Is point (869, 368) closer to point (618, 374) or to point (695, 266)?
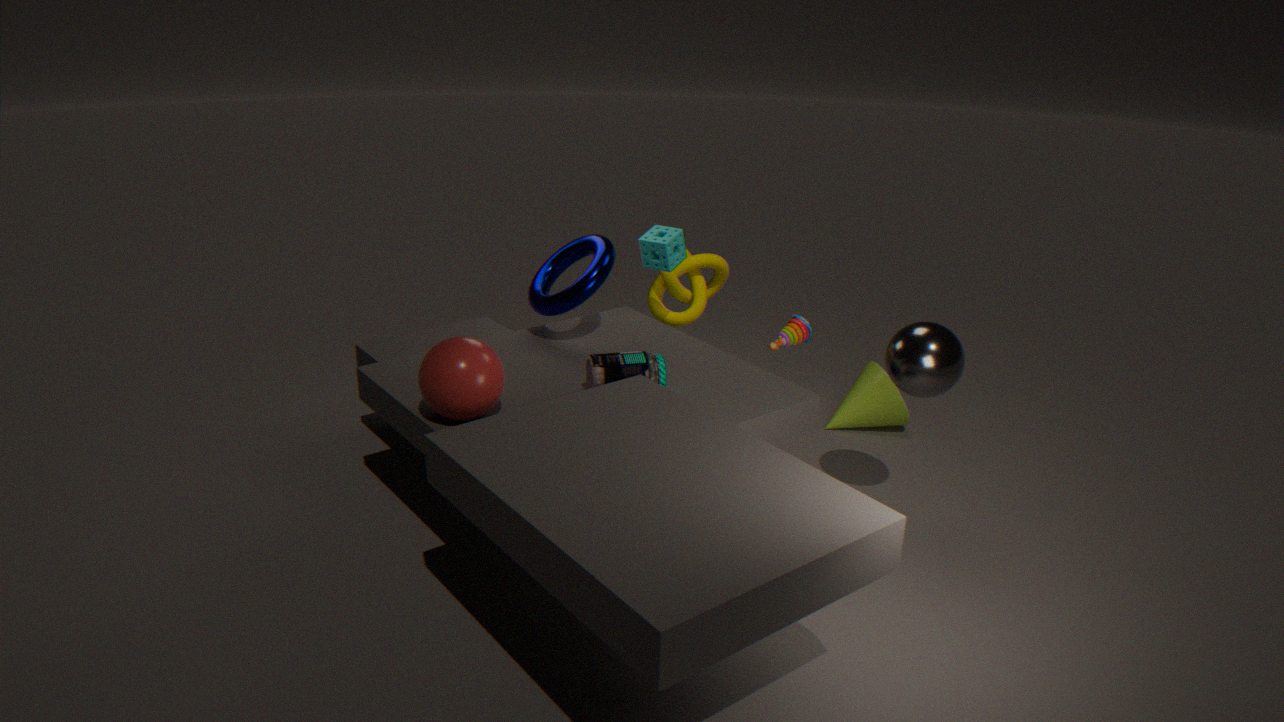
point (695, 266)
